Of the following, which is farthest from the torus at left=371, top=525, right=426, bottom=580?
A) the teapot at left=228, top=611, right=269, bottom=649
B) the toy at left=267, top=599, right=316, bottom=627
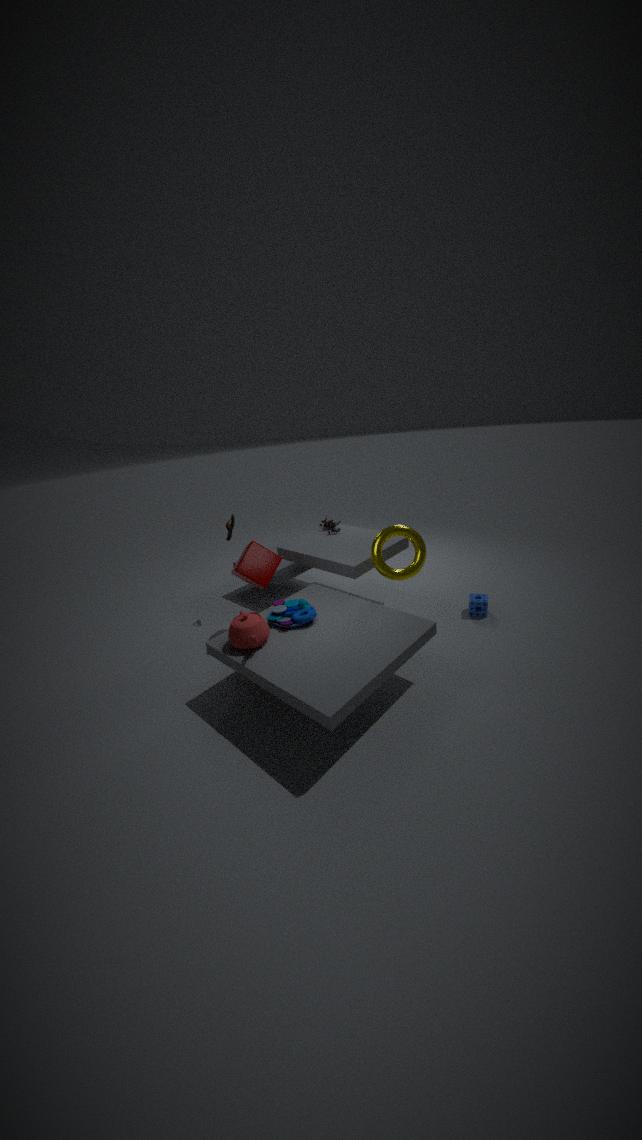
the teapot at left=228, top=611, right=269, bottom=649
